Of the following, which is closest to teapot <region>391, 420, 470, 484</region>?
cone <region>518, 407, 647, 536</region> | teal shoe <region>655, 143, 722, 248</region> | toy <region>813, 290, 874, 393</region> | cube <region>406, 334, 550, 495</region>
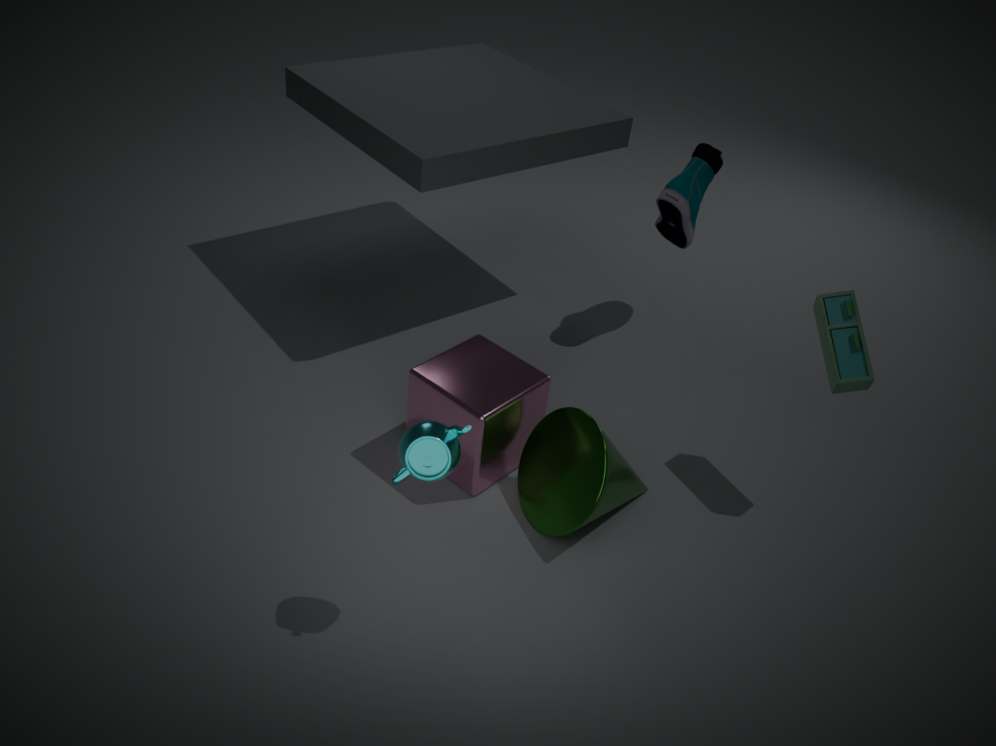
cube <region>406, 334, 550, 495</region>
